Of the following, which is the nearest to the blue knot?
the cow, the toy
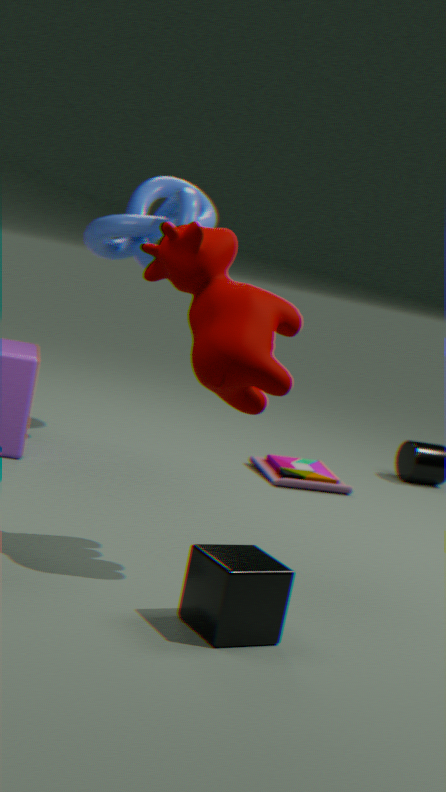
the toy
